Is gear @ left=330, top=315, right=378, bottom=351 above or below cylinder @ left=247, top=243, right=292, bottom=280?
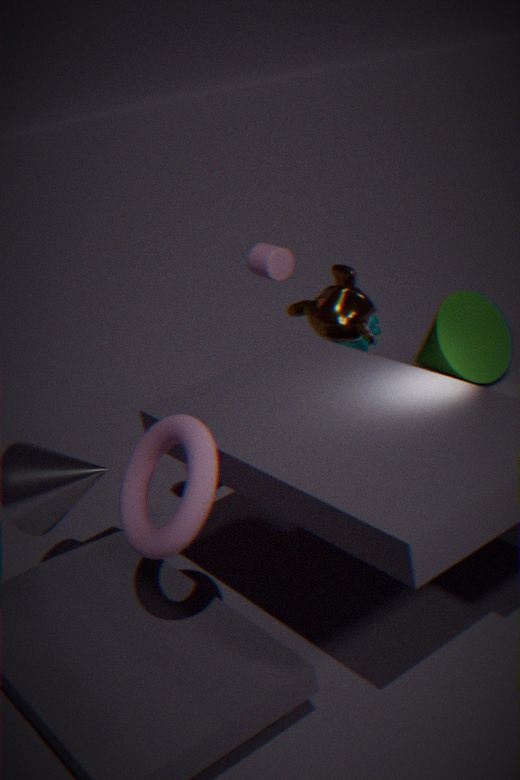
below
